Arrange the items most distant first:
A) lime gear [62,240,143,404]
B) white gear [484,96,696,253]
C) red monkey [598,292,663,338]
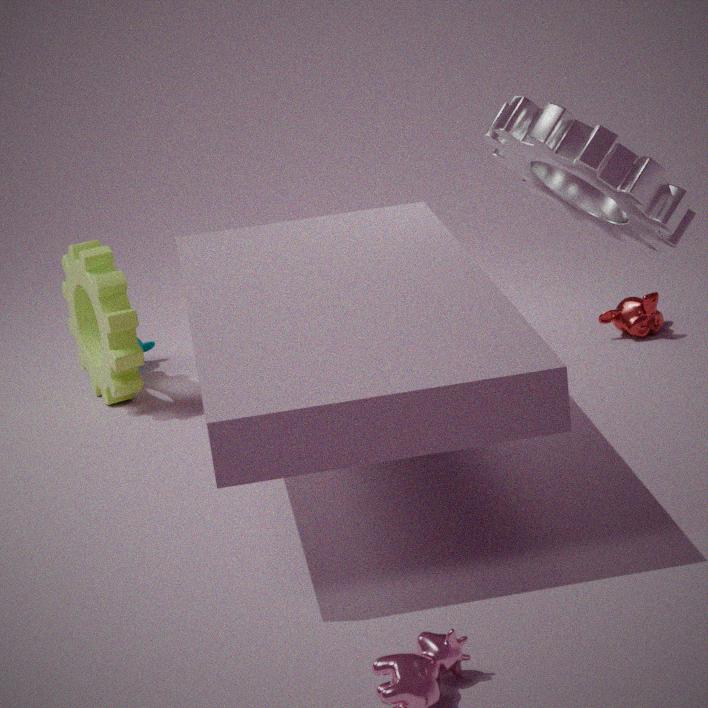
red monkey [598,292,663,338] < lime gear [62,240,143,404] < white gear [484,96,696,253]
